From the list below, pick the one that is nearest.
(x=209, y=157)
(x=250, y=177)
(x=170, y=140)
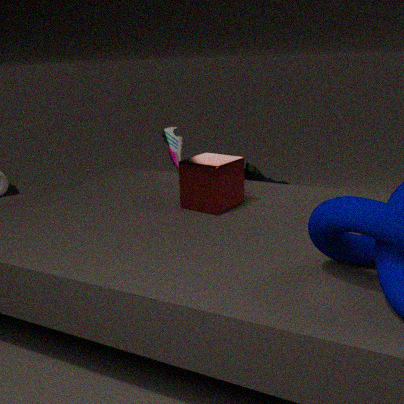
(x=209, y=157)
